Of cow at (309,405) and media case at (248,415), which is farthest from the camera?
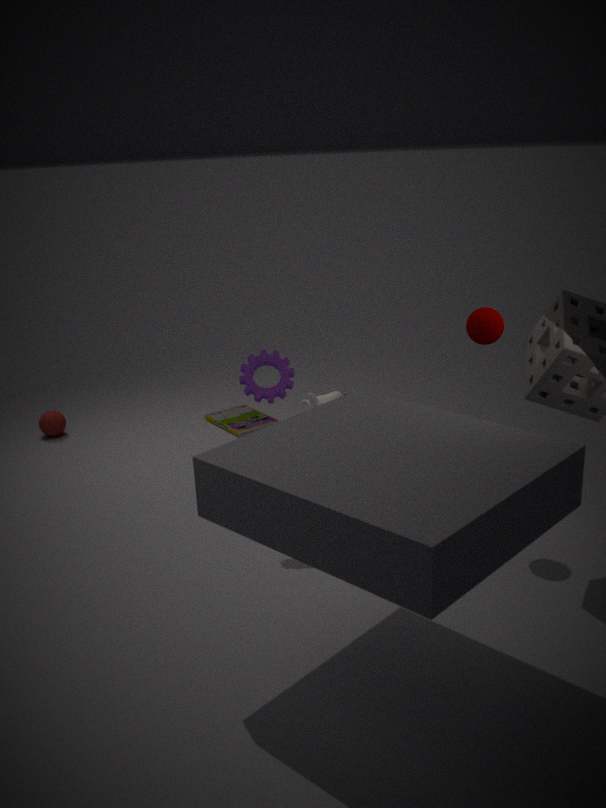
media case at (248,415)
